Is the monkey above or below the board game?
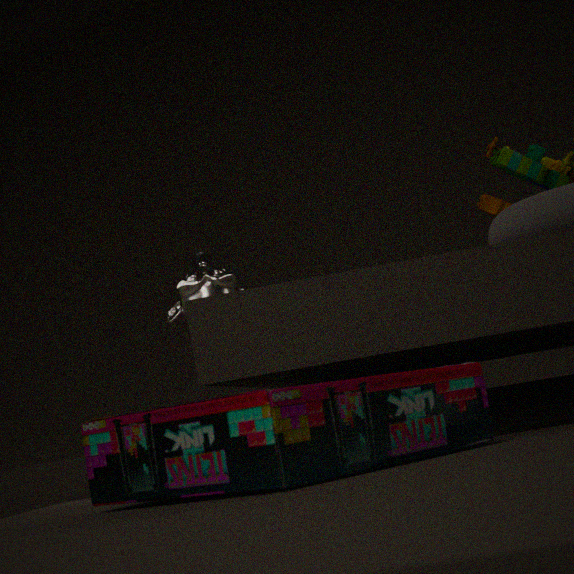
above
